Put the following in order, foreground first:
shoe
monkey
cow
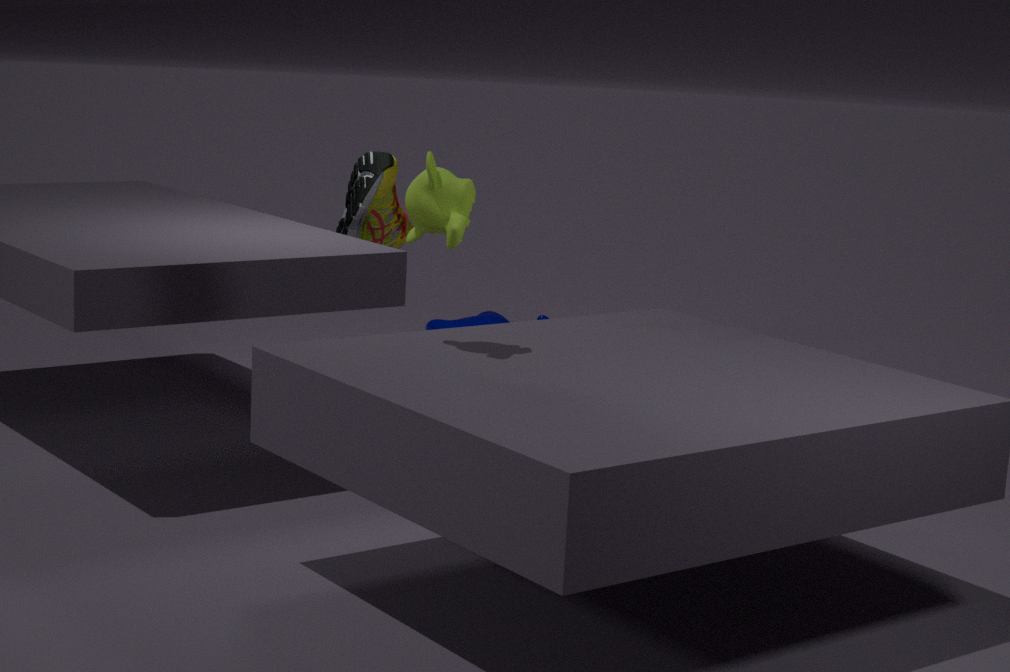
1. monkey
2. shoe
3. cow
